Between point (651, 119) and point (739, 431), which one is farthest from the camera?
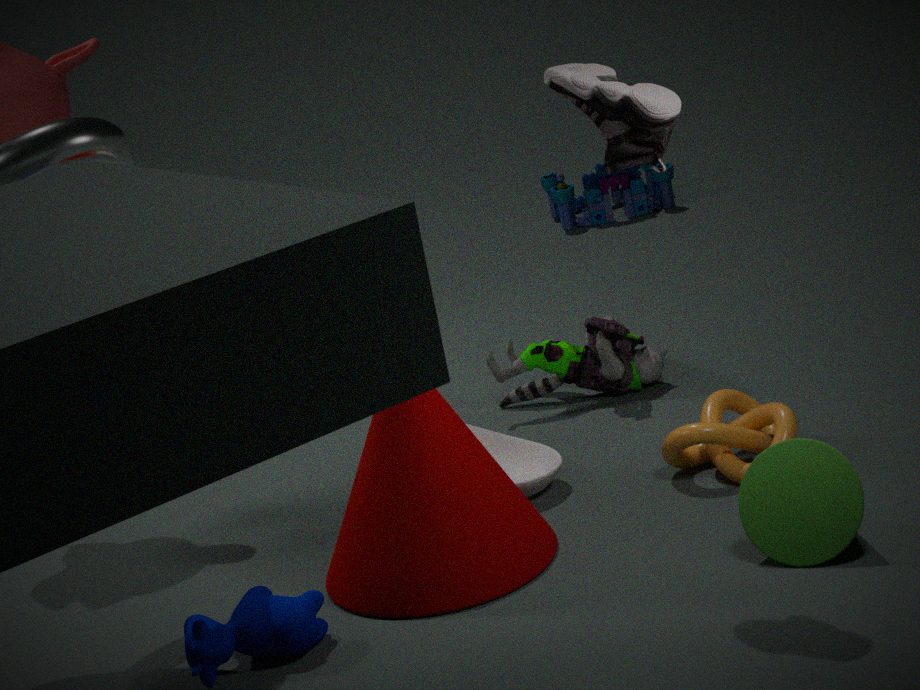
point (739, 431)
